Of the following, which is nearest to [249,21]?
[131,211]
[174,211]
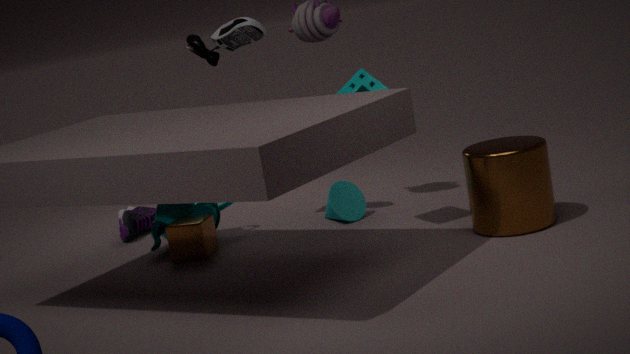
[174,211]
